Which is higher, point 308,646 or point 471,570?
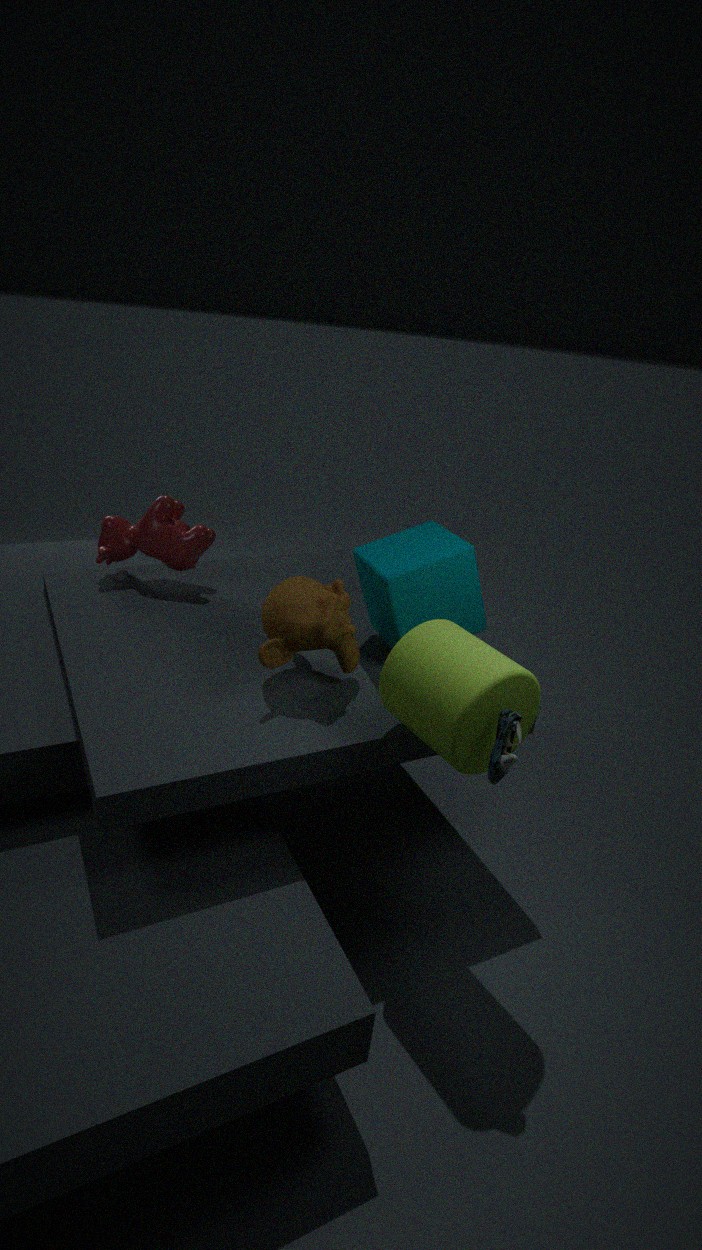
point 471,570
